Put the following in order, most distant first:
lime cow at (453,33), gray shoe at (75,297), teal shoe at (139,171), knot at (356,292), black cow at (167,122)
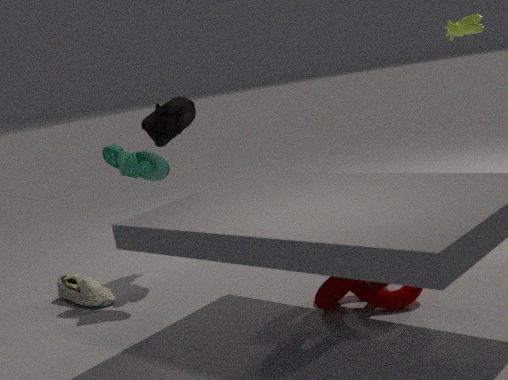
black cow at (167,122), gray shoe at (75,297), lime cow at (453,33), teal shoe at (139,171), knot at (356,292)
